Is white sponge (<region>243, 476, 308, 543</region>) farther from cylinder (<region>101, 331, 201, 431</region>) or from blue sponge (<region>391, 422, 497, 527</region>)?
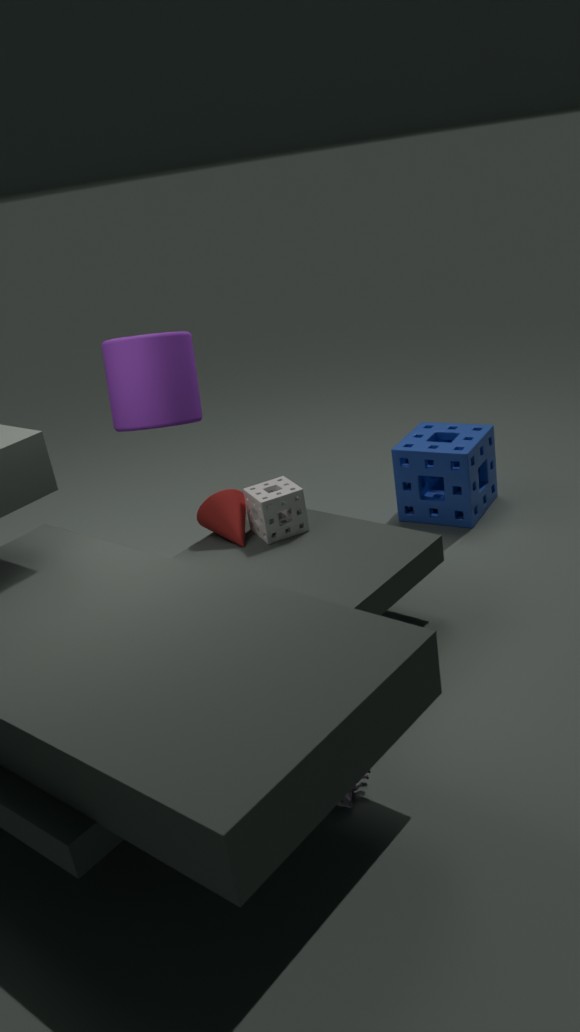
blue sponge (<region>391, 422, 497, 527</region>)
